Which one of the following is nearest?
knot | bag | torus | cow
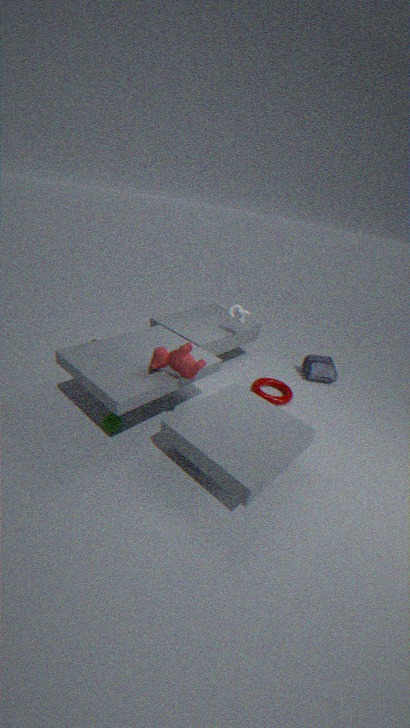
cow
